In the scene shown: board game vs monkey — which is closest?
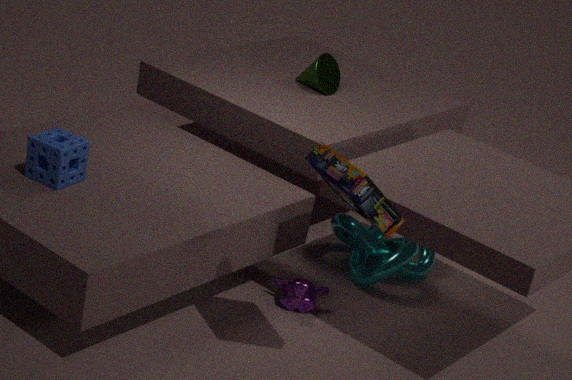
board game
